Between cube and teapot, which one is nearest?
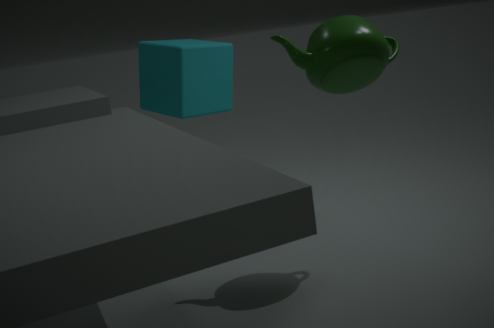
teapot
